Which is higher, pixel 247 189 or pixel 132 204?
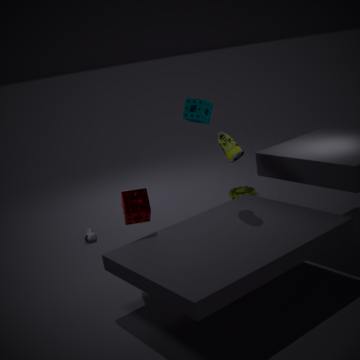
pixel 132 204
